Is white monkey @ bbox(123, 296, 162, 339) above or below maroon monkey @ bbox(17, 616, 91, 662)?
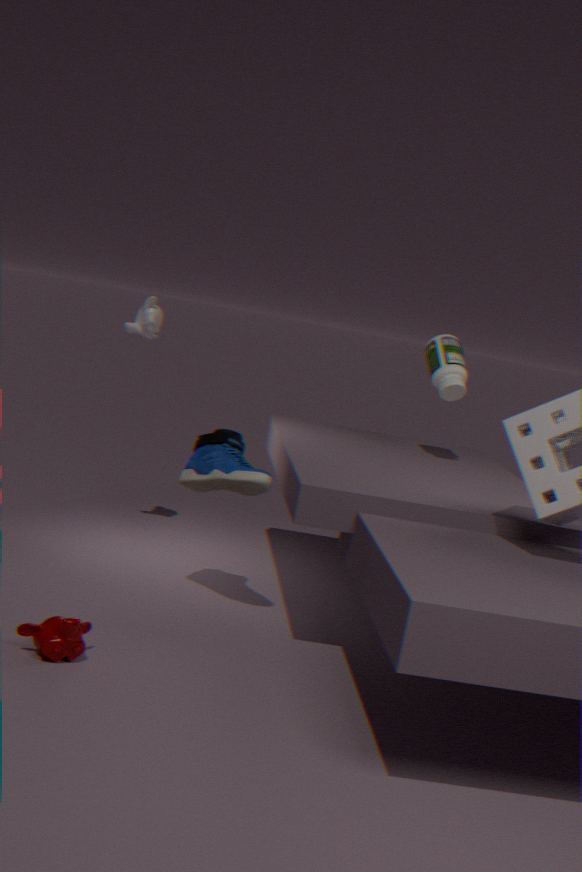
above
